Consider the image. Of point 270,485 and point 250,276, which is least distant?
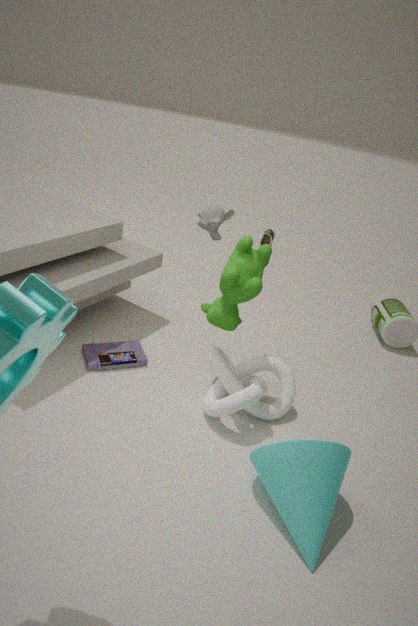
point 270,485
